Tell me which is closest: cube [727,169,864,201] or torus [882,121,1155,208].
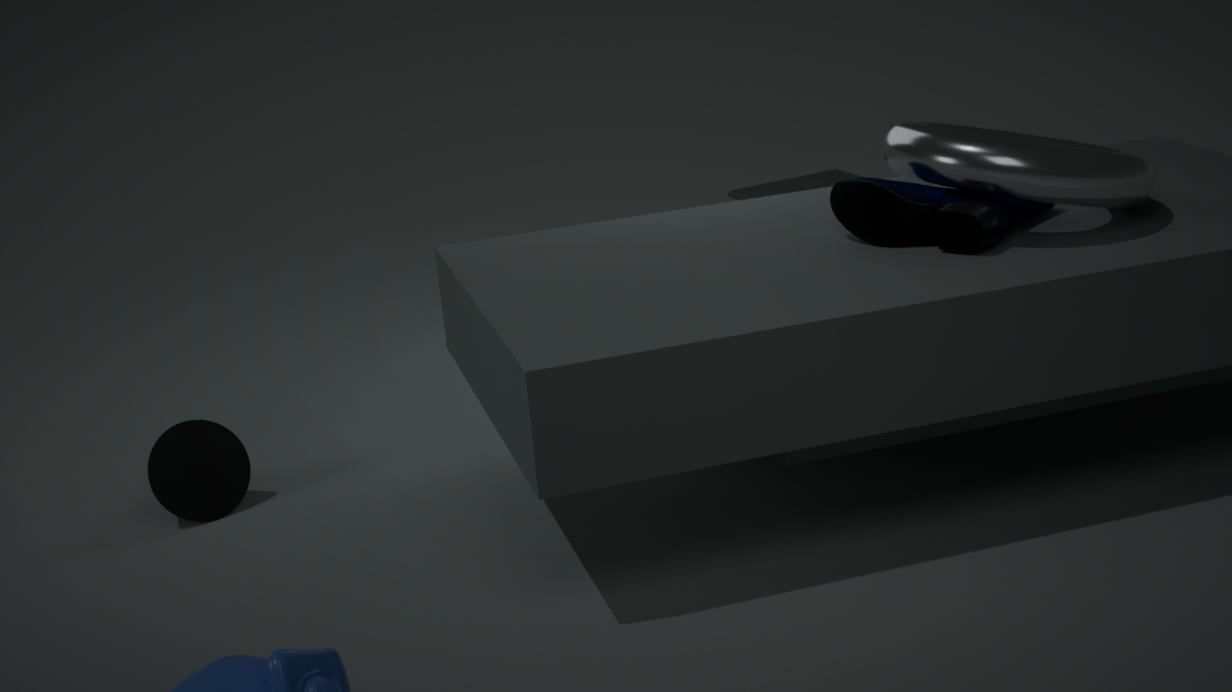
torus [882,121,1155,208]
